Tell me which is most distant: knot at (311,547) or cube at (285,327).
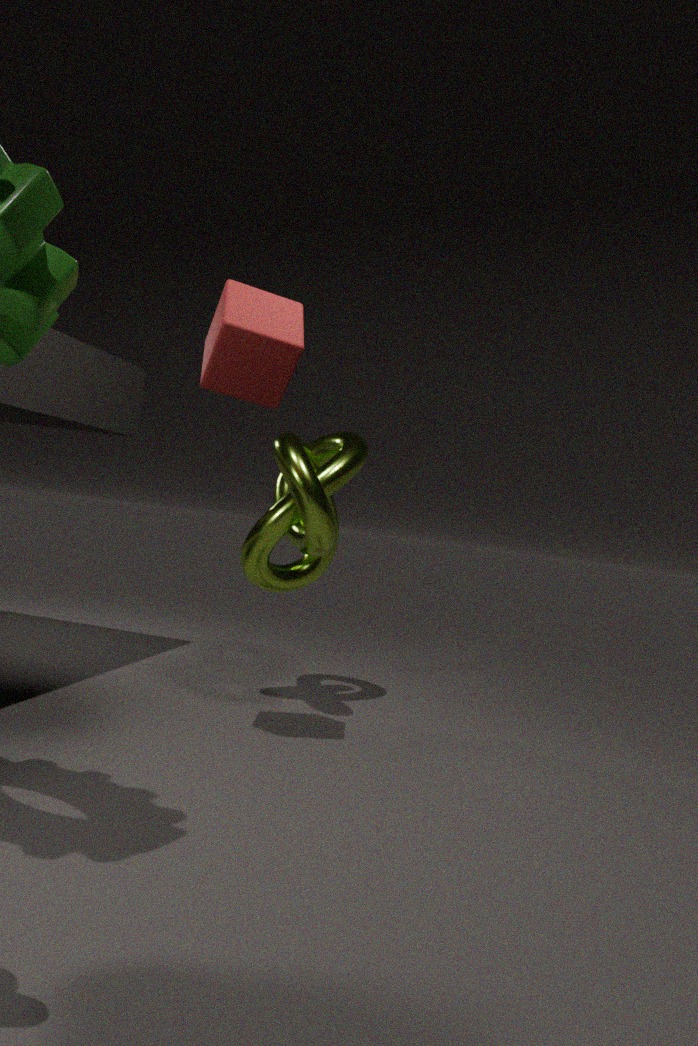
knot at (311,547)
